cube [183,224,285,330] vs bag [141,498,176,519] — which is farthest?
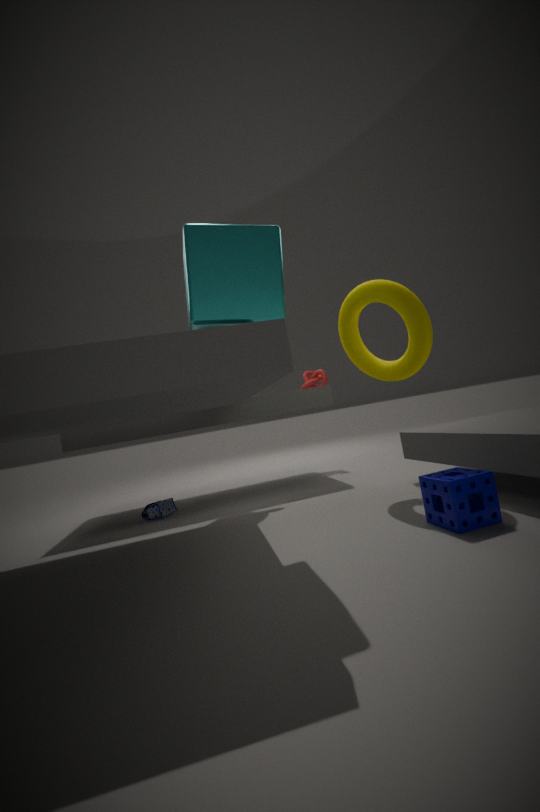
bag [141,498,176,519]
